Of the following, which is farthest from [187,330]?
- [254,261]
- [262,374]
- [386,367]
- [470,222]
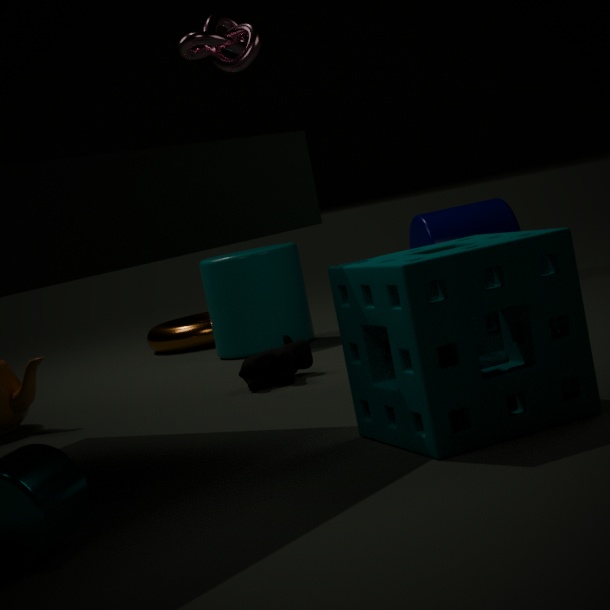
[386,367]
